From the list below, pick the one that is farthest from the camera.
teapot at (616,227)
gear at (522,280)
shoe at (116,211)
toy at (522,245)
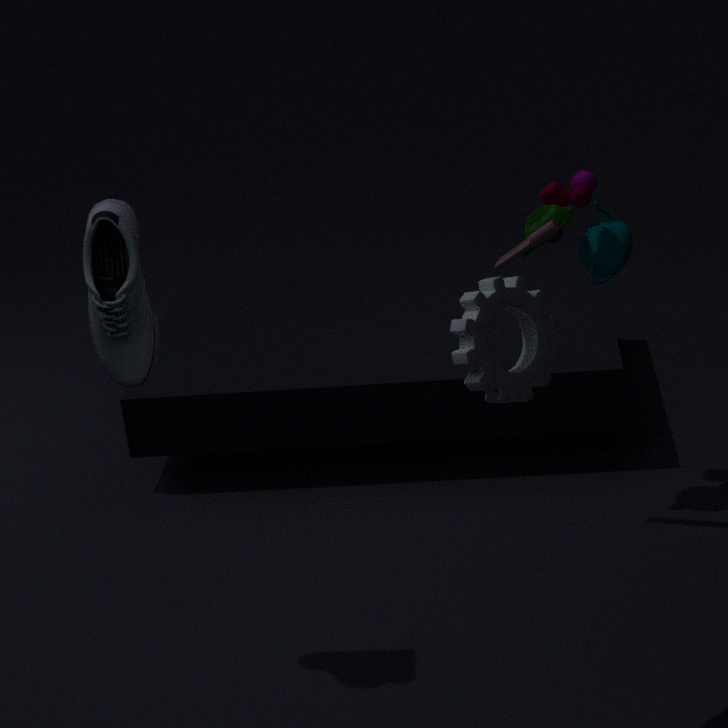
teapot at (616,227)
